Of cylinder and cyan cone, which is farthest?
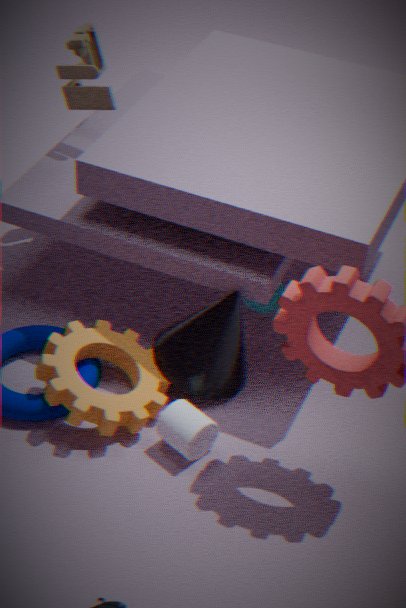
cyan cone
